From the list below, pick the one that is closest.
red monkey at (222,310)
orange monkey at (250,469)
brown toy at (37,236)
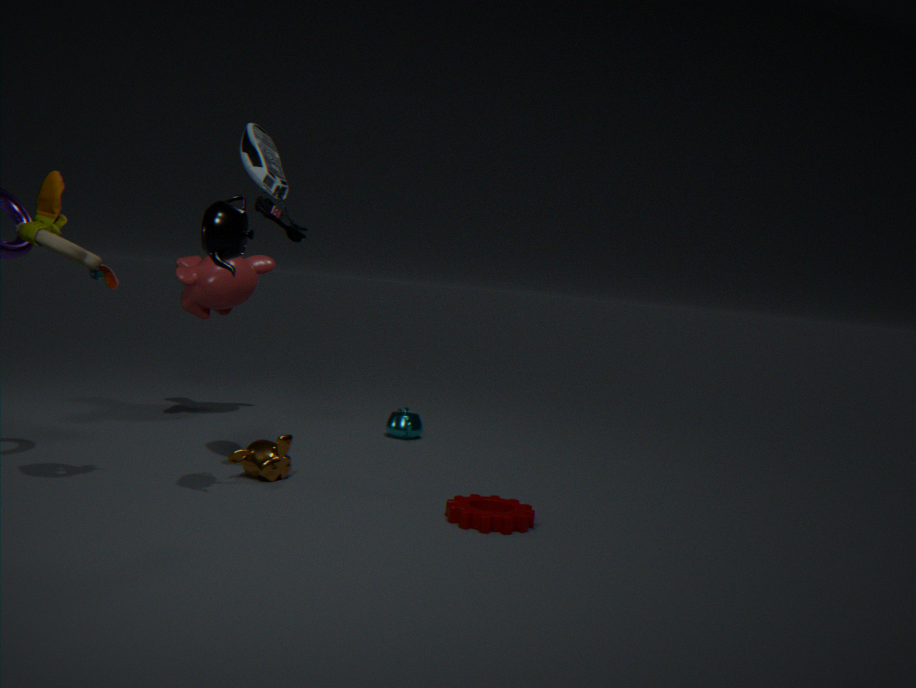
brown toy at (37,236)
